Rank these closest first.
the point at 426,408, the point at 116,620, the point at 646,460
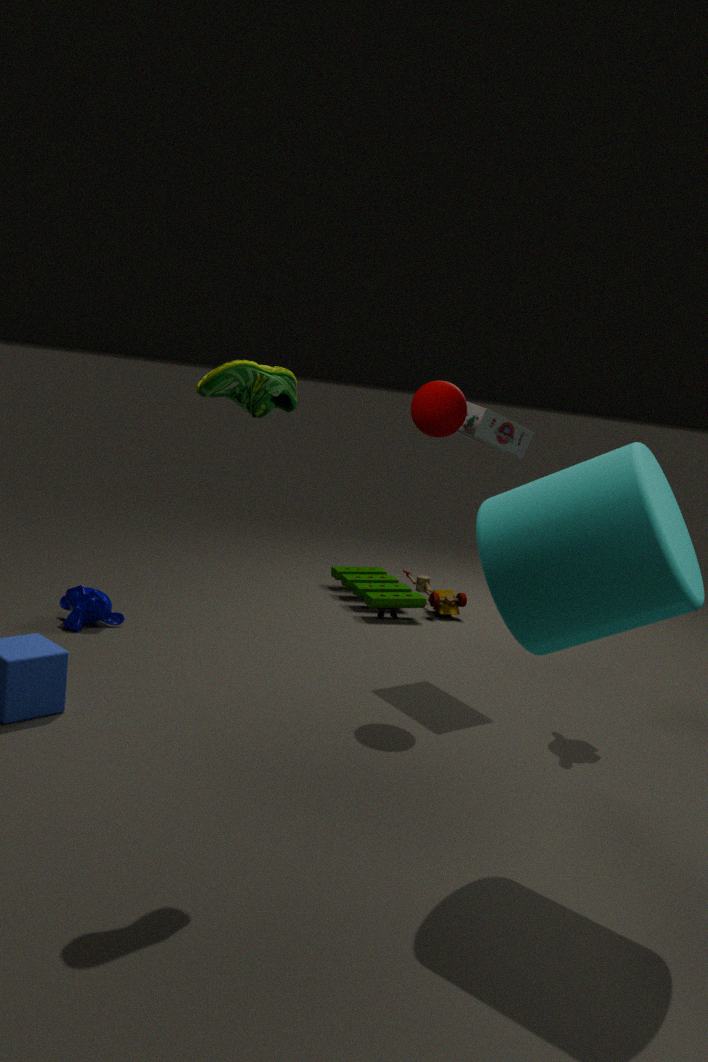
the point at 646,460
the point at 426,408
the point at 116,620
